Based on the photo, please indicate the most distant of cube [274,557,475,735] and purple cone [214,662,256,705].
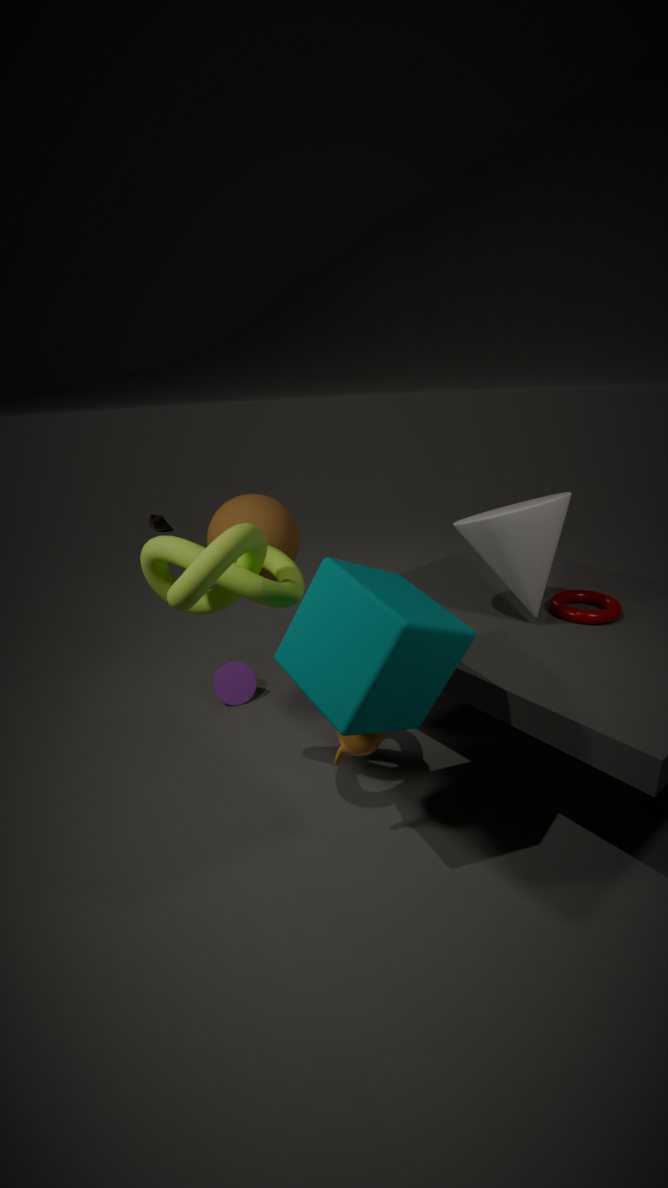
purple cone [214,662,256,705]
